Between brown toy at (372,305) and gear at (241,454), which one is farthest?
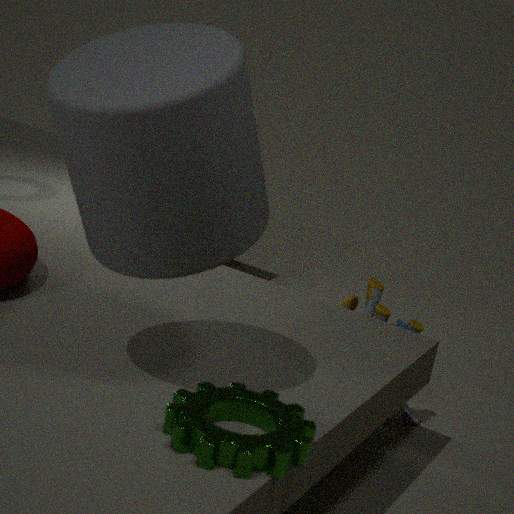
brown toy at (372,305)
